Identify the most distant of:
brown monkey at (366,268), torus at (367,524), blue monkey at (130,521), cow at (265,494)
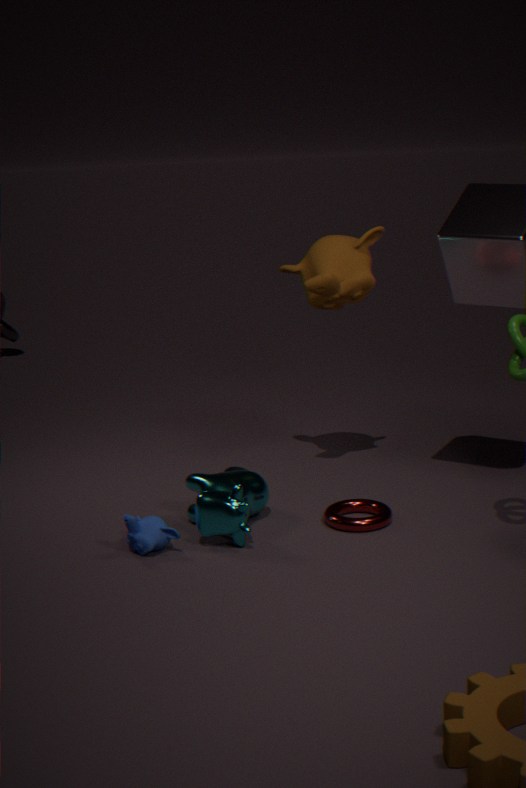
brown monkey at (366,268)
